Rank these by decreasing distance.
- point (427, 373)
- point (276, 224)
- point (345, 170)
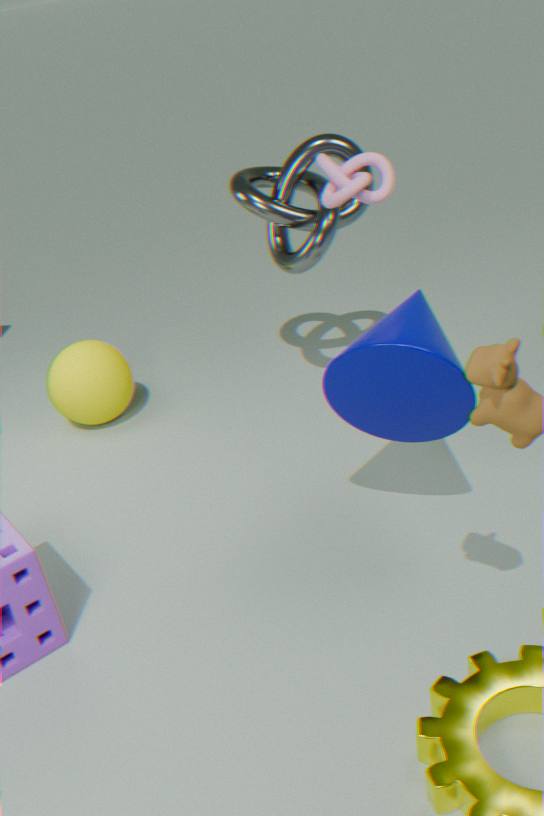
point (276, 224) → point (345, 170) → point (427, 373)
